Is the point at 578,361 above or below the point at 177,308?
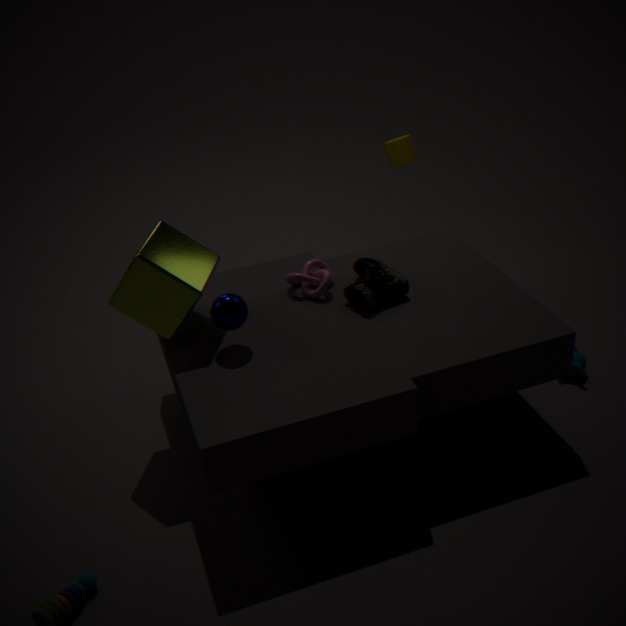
below
